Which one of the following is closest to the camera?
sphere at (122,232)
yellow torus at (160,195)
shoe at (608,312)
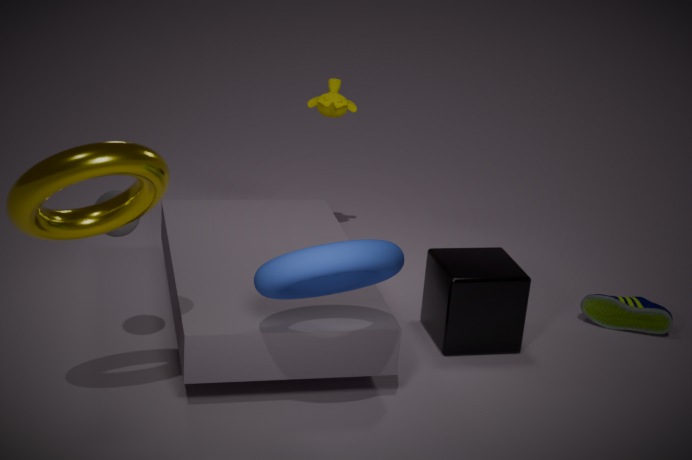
yellow torus at (160,195)
